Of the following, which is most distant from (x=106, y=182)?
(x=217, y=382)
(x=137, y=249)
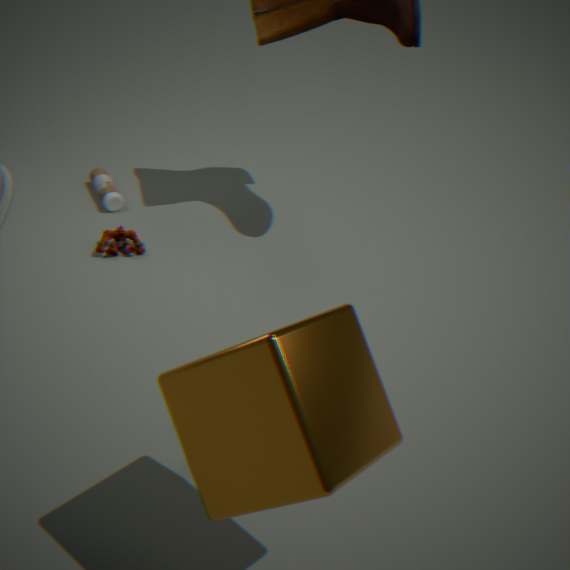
(x=217, y=382)
